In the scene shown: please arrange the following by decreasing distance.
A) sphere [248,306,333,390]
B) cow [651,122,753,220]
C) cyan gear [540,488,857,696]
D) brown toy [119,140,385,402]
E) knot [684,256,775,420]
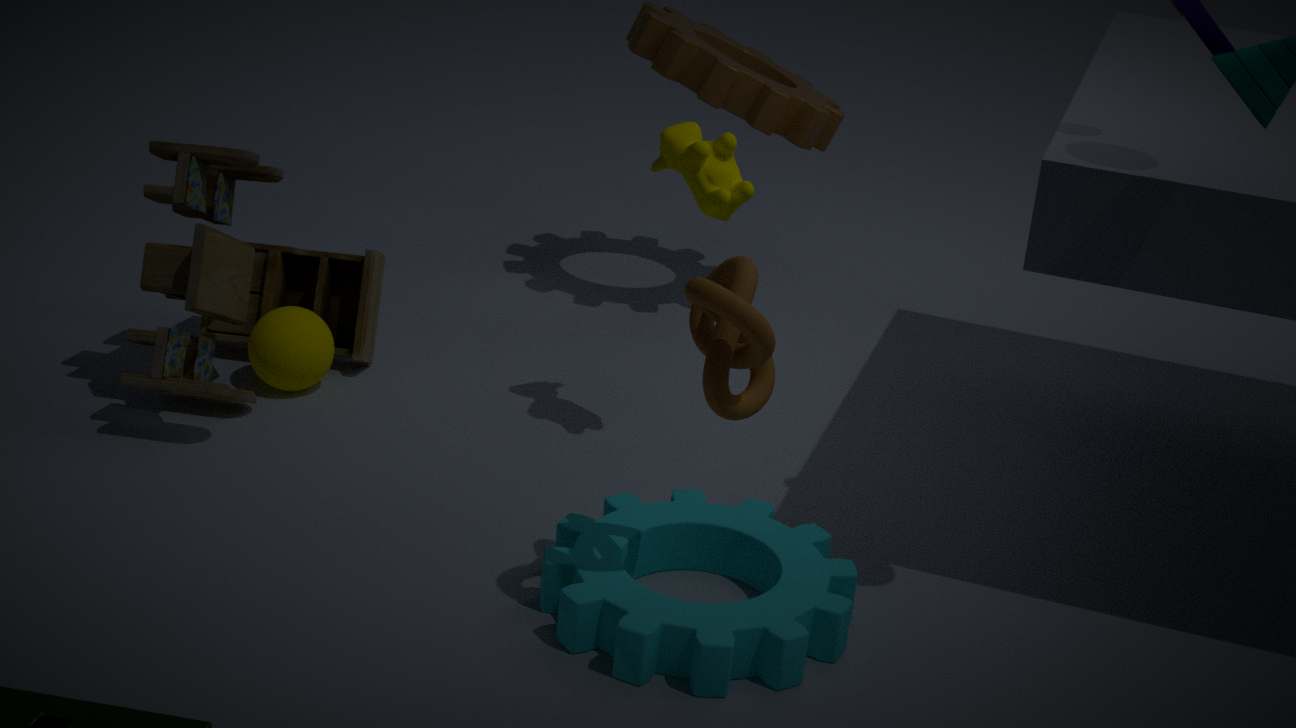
sphere [248,306,333,390] < brown toy [119,140,385,402] < cow [651,122,753,220] < cyan gear [540,488,857,696] < knot [684,256,775,420]
